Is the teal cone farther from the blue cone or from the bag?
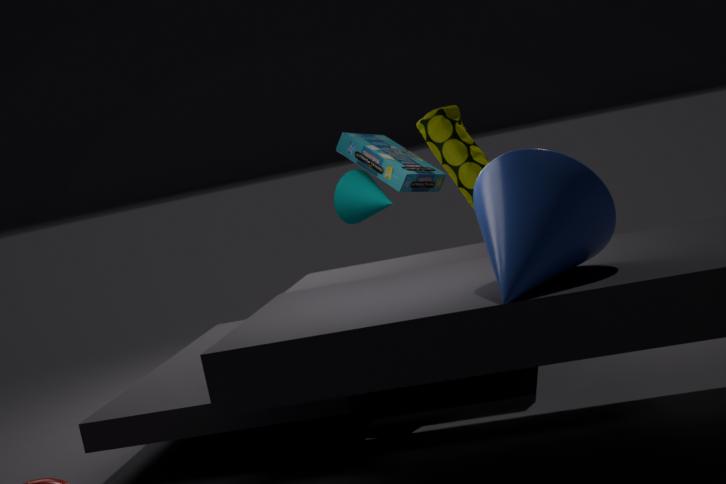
the blue cone
